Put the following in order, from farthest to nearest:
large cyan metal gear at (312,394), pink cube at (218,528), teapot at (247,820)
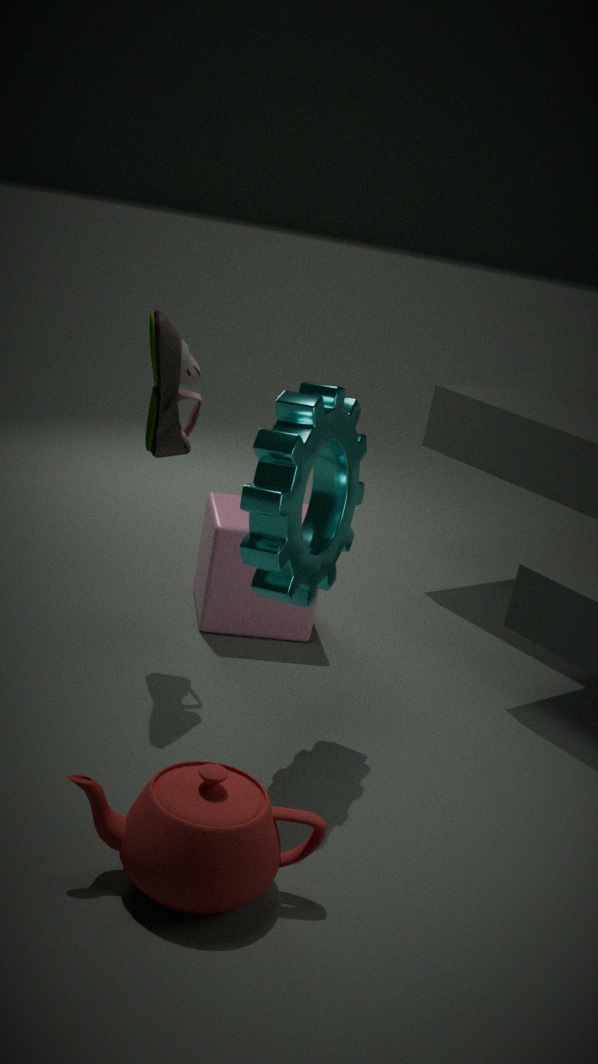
1. pink cube at (218,528)
2. large cyan metal gear at (312,394)
3. teapot at (247,820)
